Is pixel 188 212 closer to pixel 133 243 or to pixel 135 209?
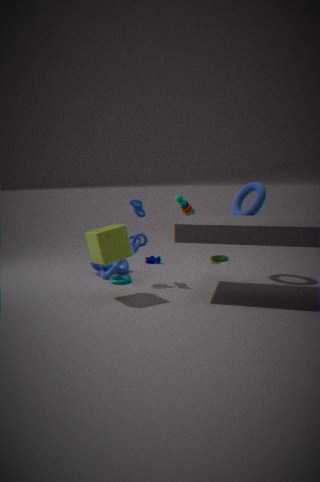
pixel 135 209
